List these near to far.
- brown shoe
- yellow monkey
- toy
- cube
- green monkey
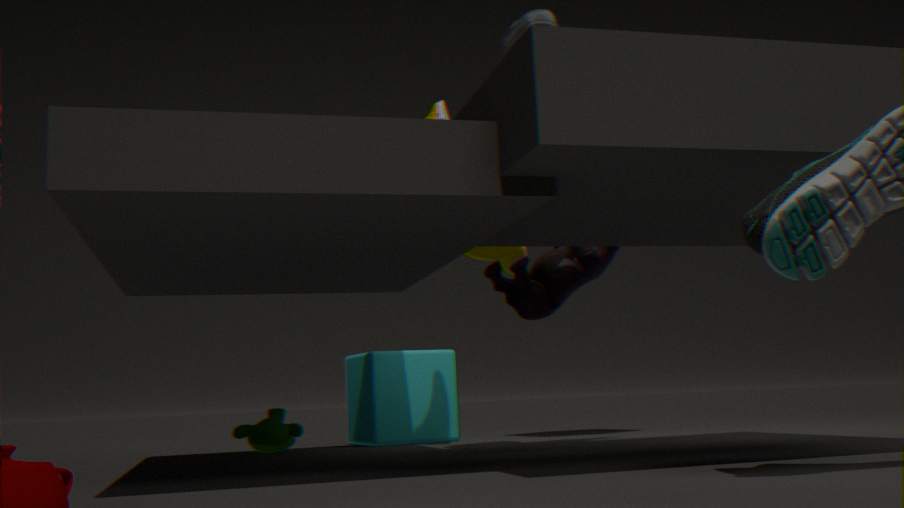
yellow monkey, toy, brown shoe, green monkey, cube
